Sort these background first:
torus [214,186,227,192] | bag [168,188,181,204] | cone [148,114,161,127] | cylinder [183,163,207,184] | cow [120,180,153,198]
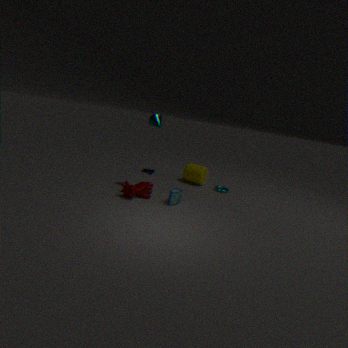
cylinder [183,163,207,184]
torus [214,186,227,192]
cone [148,114,161,127]
bag [168,188,181,204]
cow [120,180,153,198]
